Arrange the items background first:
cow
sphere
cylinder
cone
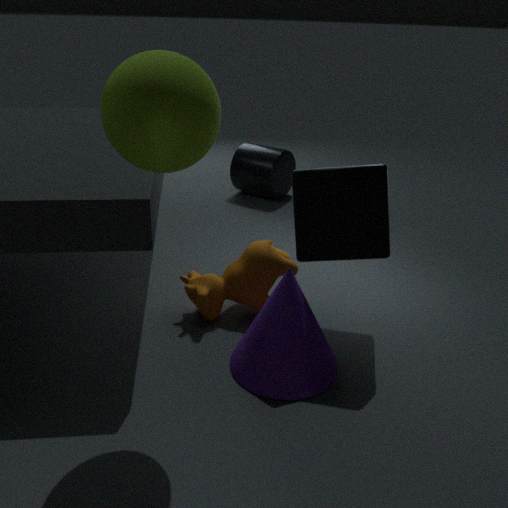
cylinder → cow → cone → sphere
